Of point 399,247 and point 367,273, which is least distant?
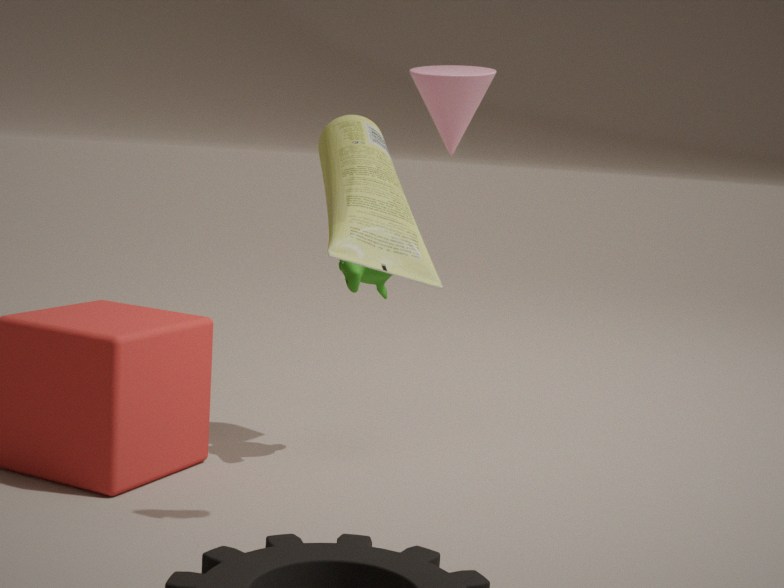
point 399,247
